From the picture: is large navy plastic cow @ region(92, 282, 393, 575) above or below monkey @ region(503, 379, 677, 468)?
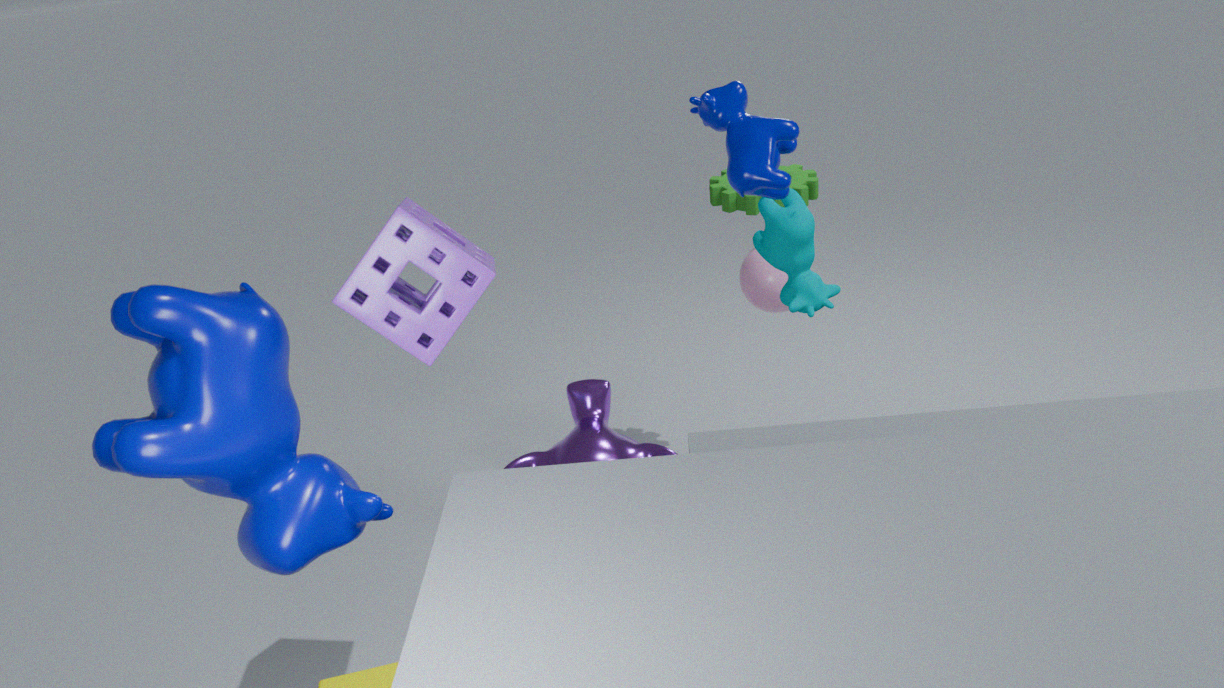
above
